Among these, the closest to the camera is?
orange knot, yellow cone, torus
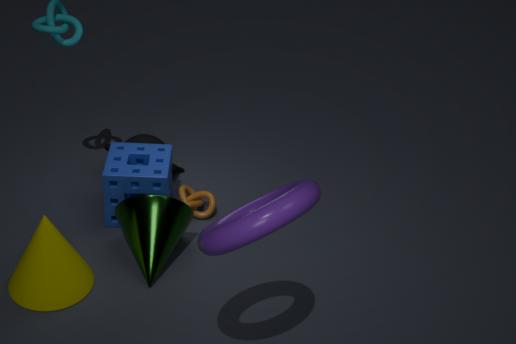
torus
